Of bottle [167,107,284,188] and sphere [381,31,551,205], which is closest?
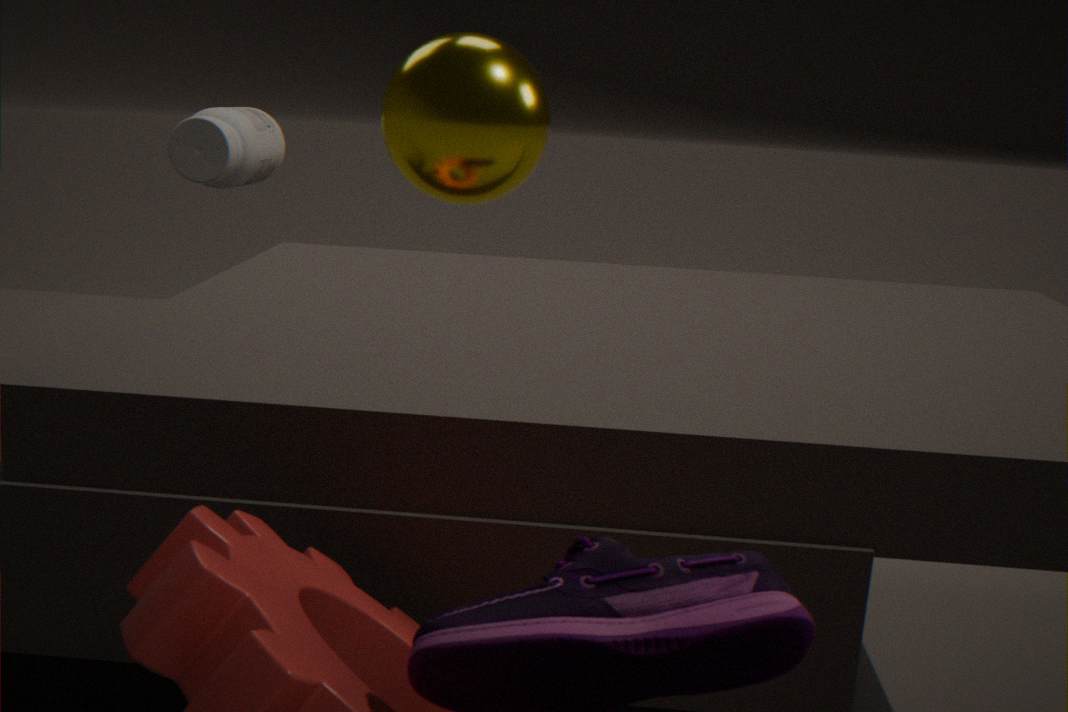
sphere [381,31,551,205]
